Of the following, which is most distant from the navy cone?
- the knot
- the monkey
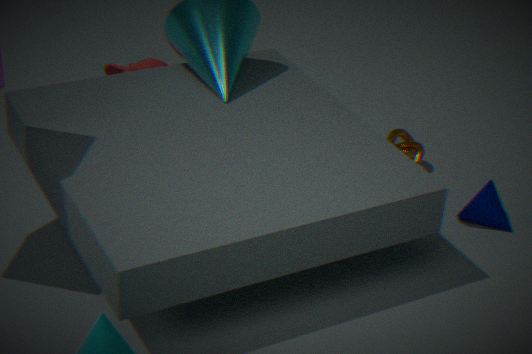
the monkey
